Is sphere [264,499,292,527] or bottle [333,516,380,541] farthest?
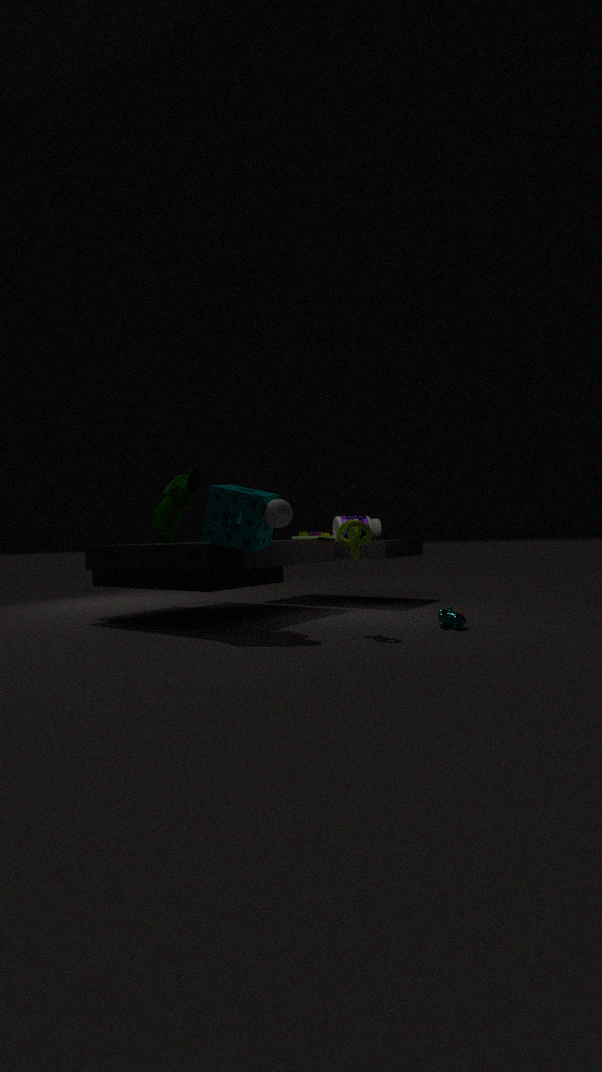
bottle [333,516,380,541]
